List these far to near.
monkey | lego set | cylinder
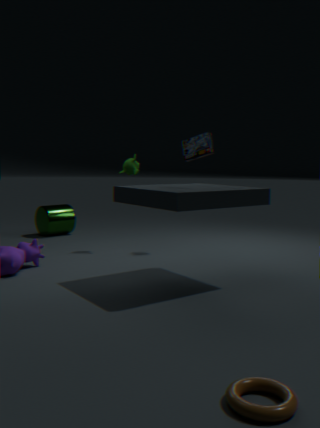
cylinder
monkey
lego set
